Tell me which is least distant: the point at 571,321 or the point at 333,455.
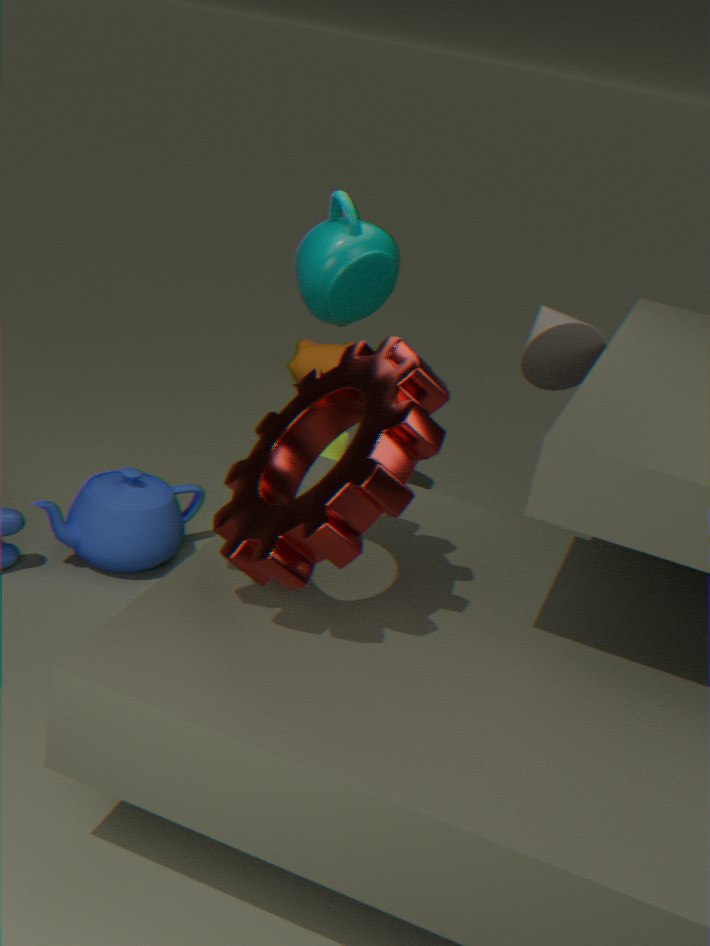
the point at 571,321
